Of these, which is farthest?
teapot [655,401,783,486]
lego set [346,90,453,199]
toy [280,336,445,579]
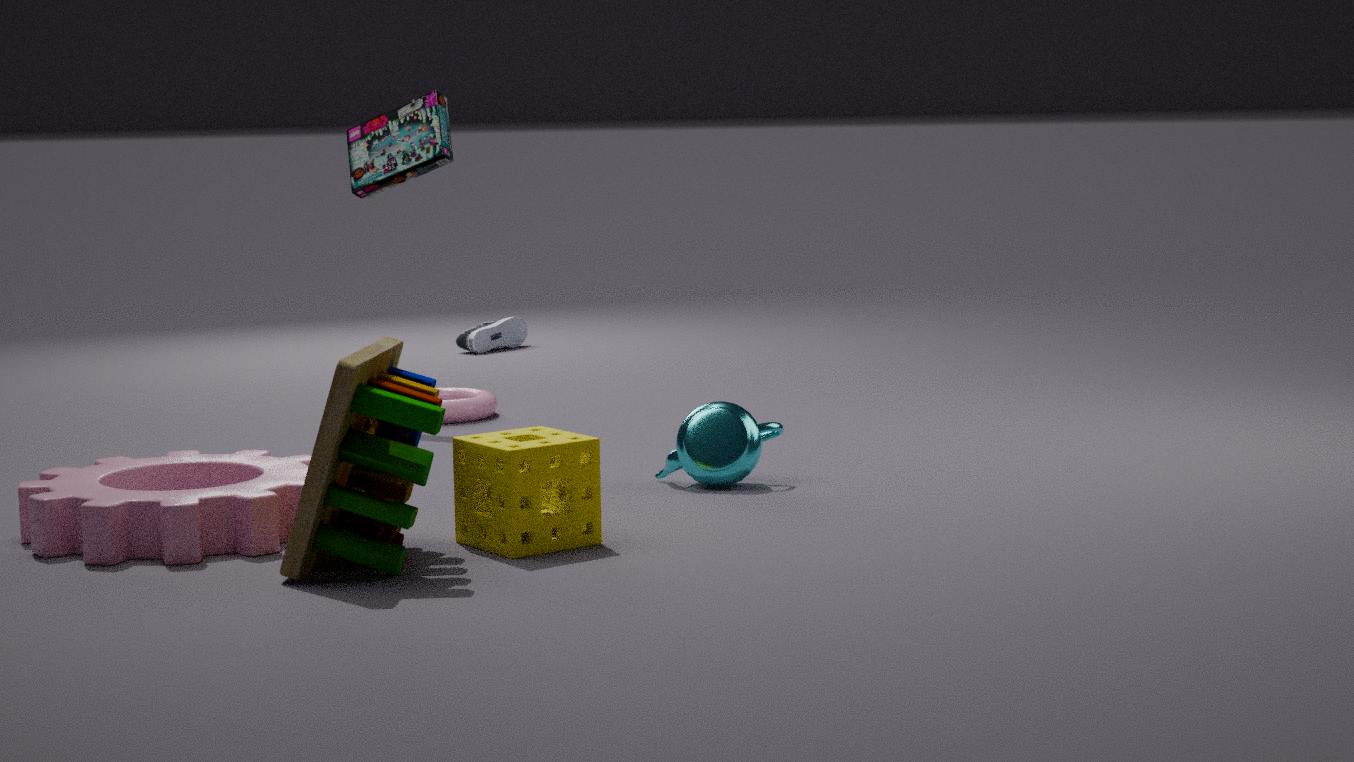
lego set [346,90,453,199]
